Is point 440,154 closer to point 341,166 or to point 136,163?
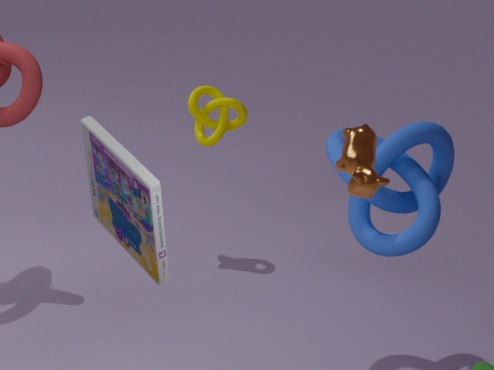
point 341,166
